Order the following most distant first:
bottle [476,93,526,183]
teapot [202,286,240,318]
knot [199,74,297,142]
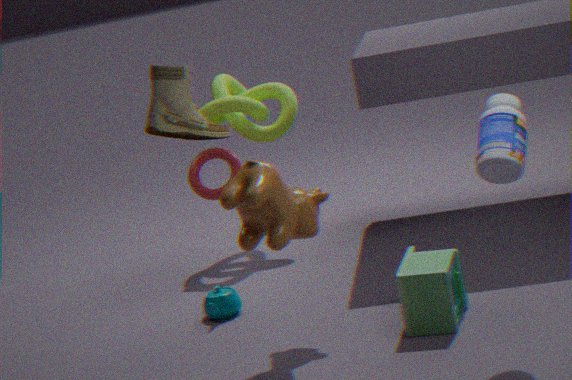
knot [199,74,297,142] < teapot [202,286,240,318] < bottle [476,93,526,183]
